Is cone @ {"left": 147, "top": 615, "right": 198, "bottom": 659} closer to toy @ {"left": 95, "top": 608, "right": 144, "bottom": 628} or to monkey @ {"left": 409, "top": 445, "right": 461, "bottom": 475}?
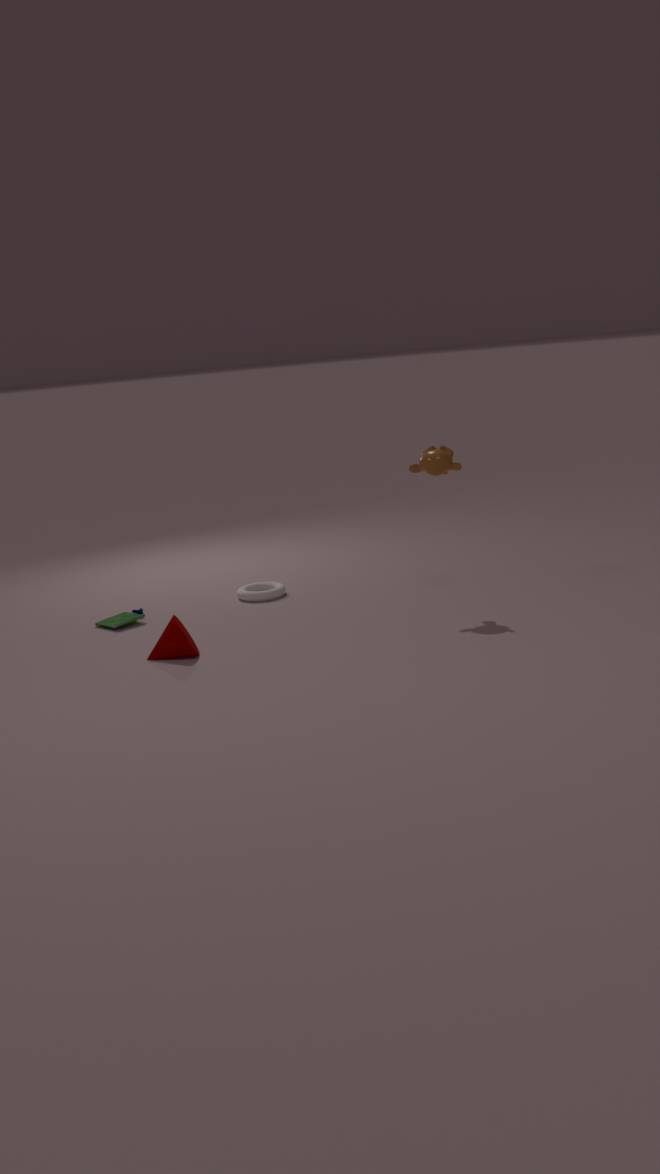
toy @ {"left": 95, "top": 608, "right": 144, "bottom": 628}
